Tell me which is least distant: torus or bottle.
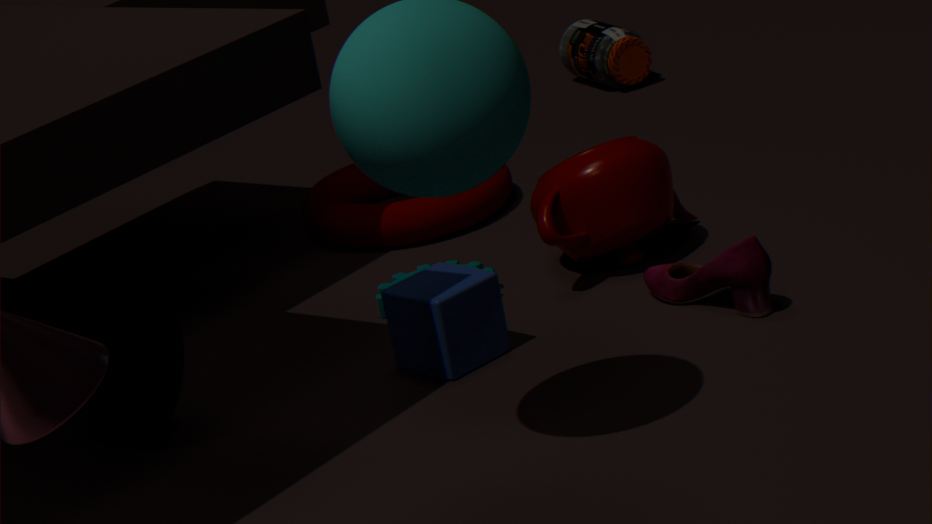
torus
